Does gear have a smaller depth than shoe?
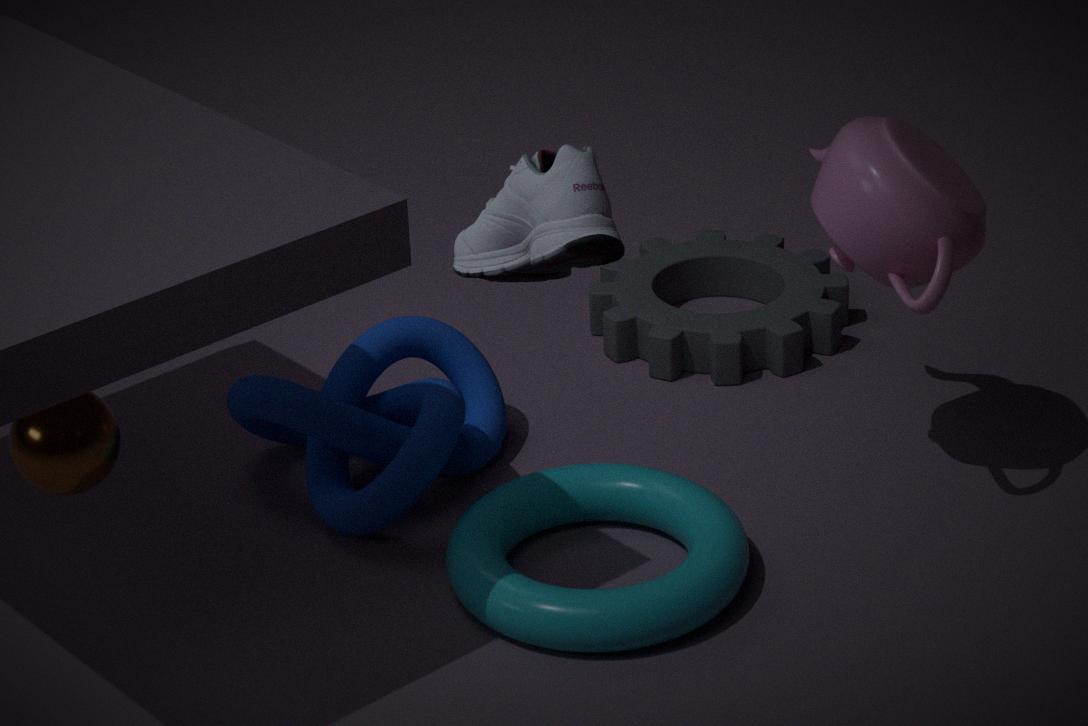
No
